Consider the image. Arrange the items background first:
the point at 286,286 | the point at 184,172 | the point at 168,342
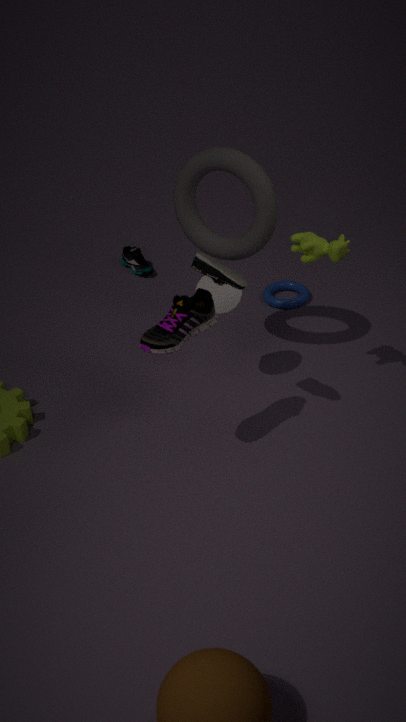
the point at 286,286 < the point at 184,172 < the point at 168,342
